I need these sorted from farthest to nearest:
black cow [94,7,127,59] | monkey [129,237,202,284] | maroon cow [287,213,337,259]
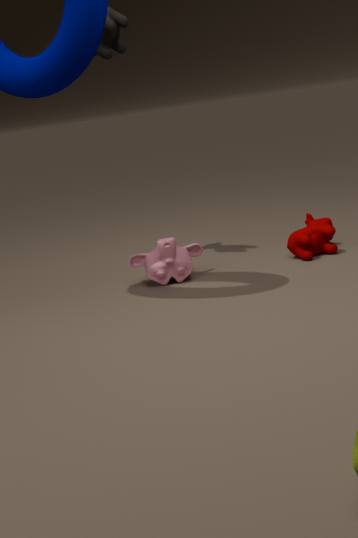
maroon cow [287,213,337,259] → black cow [94,7,127,59] → monkey [129,237,202,284]
